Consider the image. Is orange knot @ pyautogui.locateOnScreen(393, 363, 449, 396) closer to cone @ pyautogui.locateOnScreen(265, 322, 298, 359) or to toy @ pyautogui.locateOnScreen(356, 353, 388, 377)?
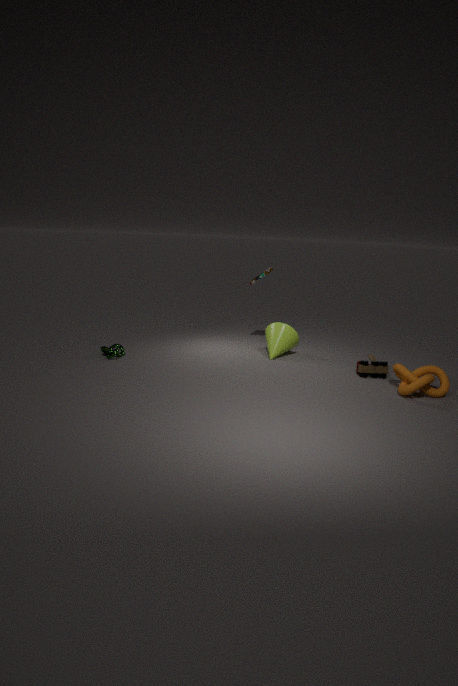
toy @ pyautogui.locateOnScreen(356, 353, 388, 377)
